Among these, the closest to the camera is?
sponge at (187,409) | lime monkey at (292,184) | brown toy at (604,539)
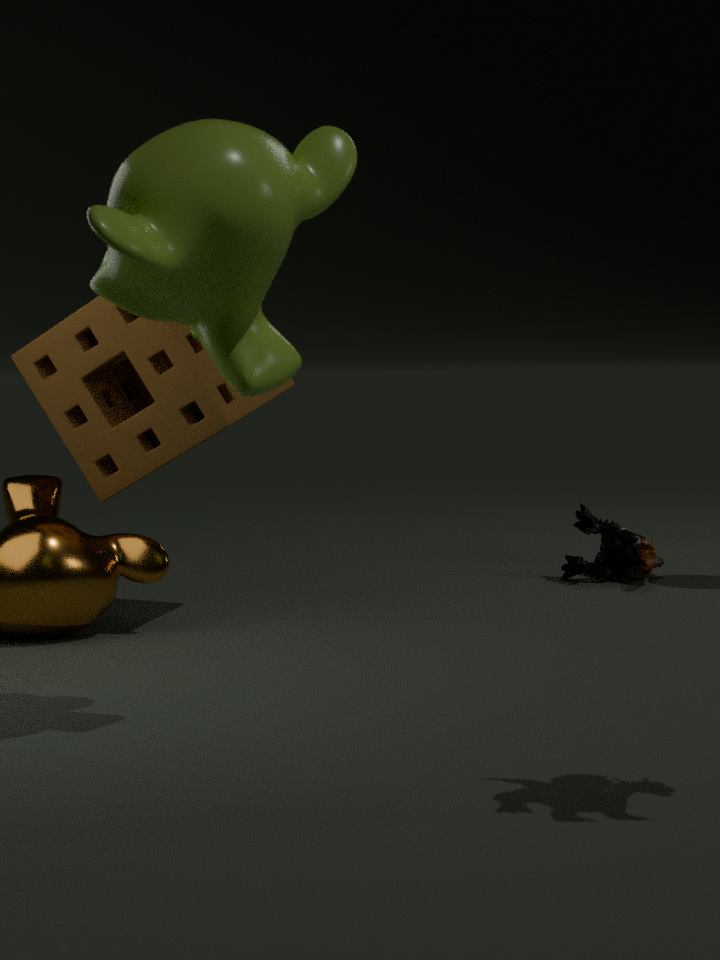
lime monkey at (292,184)
